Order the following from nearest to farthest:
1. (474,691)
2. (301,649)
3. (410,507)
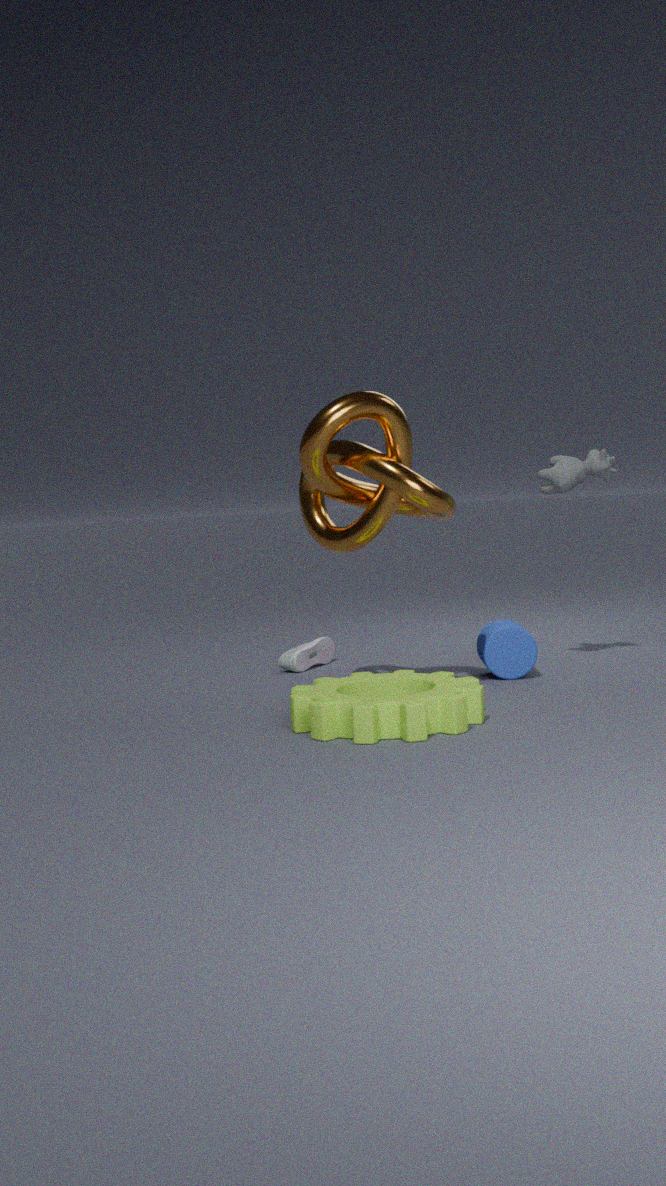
1. (474,691)
2. (410,507)
3. (301,649)
